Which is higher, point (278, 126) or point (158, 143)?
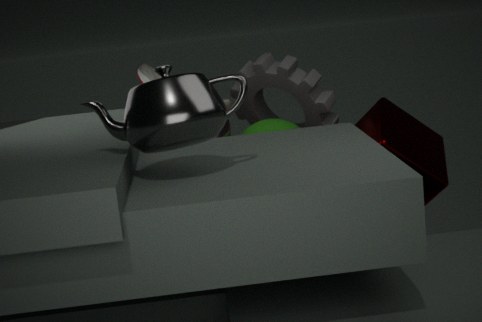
point (158, 143)
